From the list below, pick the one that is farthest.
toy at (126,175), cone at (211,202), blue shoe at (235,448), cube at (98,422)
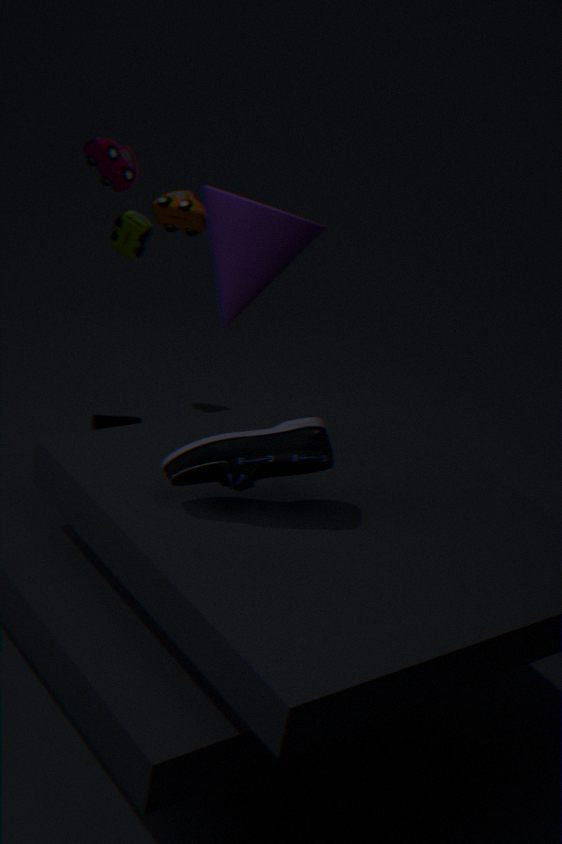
cube at (98,422)
